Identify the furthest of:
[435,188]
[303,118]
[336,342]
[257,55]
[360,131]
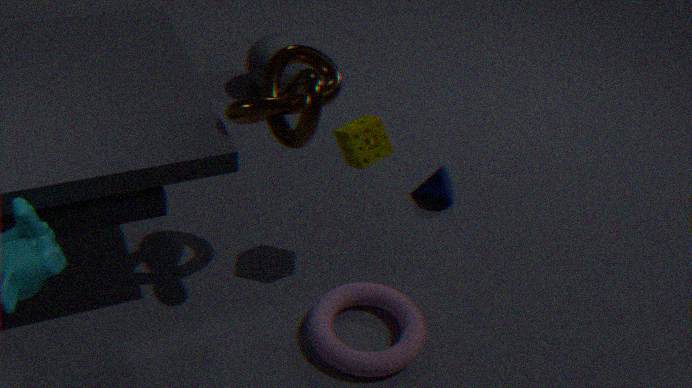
[257,55]
